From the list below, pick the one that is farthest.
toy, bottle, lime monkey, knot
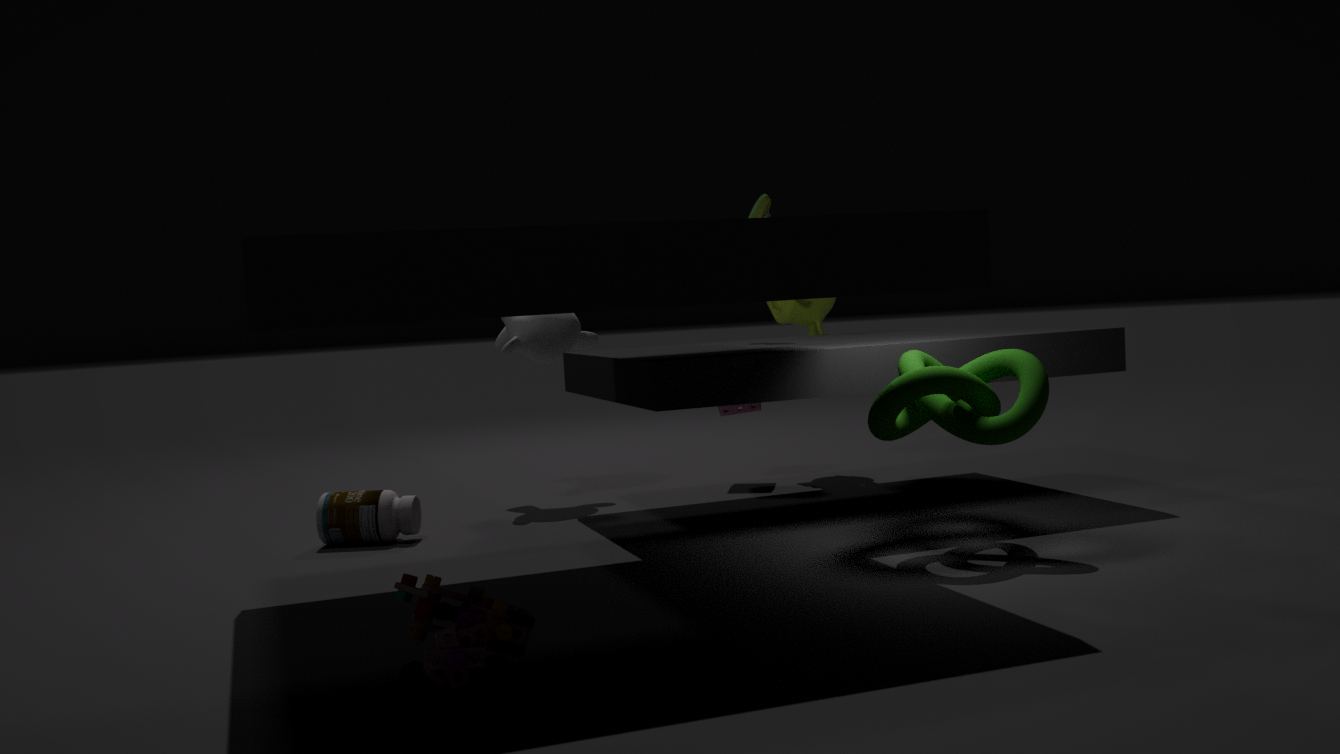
lime monkey
